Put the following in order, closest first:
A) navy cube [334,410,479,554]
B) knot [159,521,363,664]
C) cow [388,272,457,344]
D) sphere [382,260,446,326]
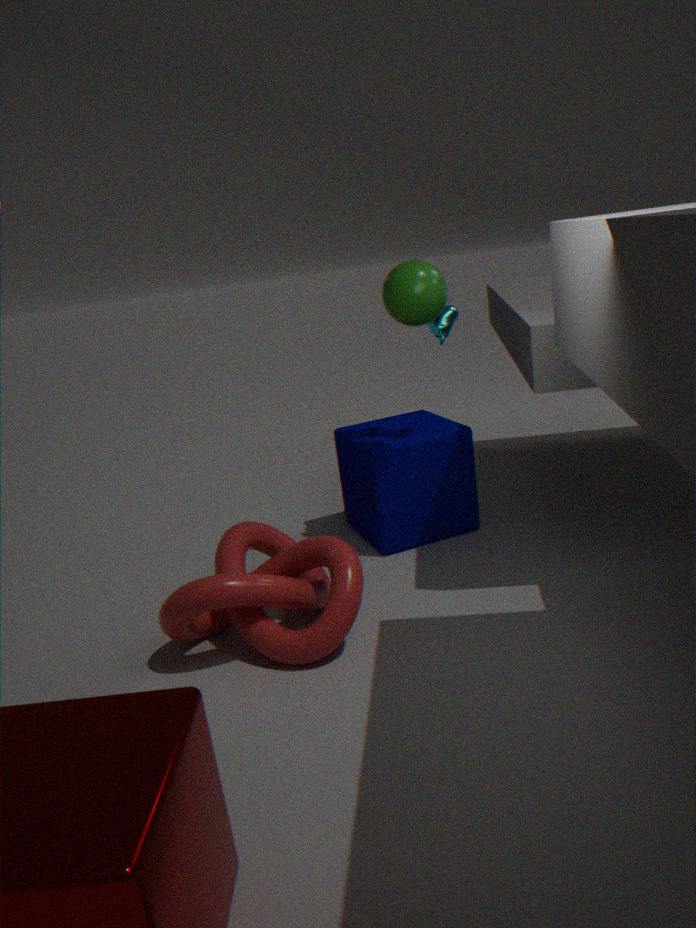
knot [159,521,363,664], sphere [382,260,446,326], cow [388,272,457,344], navy cube [334,410,479,554]
